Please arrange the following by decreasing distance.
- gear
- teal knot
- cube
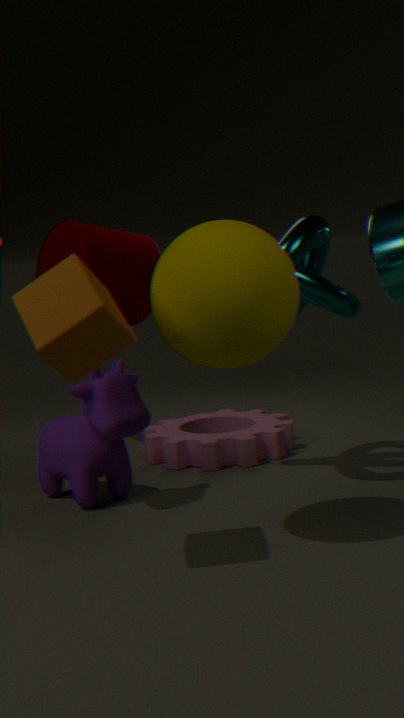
gear → teal knot → cube
